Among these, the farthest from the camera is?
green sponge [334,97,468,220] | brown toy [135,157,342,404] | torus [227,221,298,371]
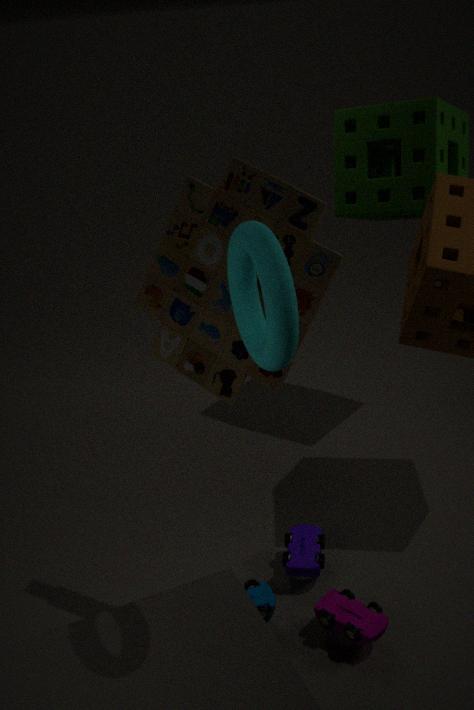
green sponge [334,97,468,220]
